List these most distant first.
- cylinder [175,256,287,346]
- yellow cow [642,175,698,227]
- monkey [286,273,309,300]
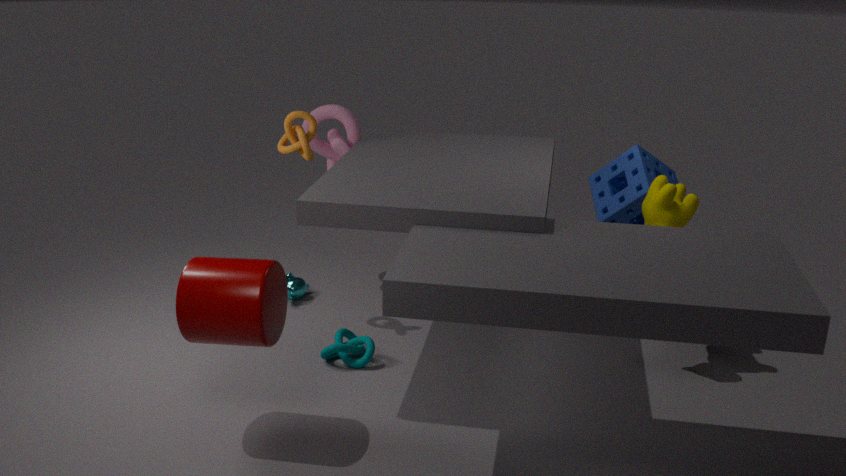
1. monkey [286,273,309,300]
2. yellow cow [642,175,698,227]
3. cylinder [175,256,287,346]
